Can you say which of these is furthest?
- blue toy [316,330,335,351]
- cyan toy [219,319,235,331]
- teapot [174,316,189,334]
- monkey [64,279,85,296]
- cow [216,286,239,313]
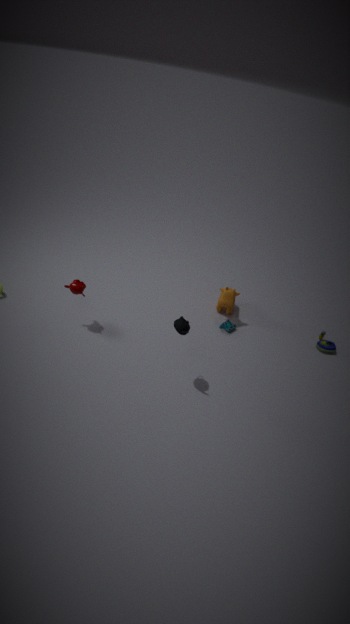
cyan toy [219,319,235,331]
